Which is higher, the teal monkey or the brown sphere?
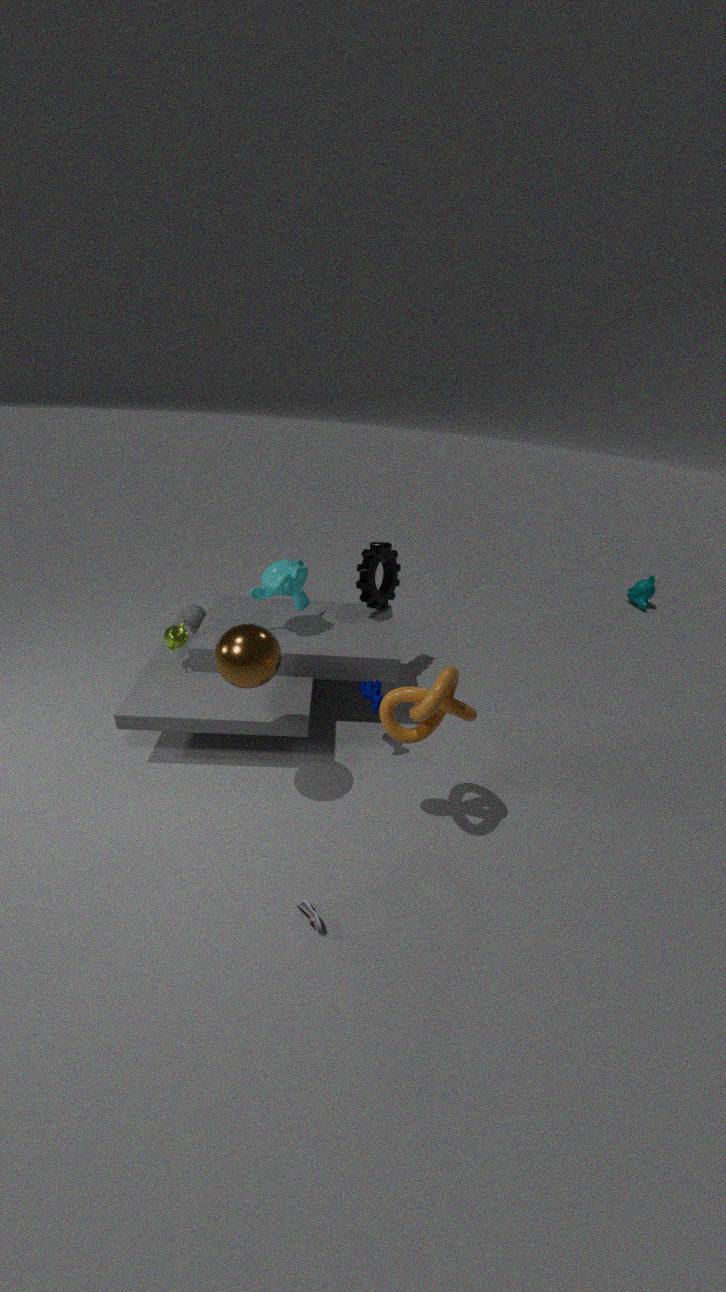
the brown sphere
